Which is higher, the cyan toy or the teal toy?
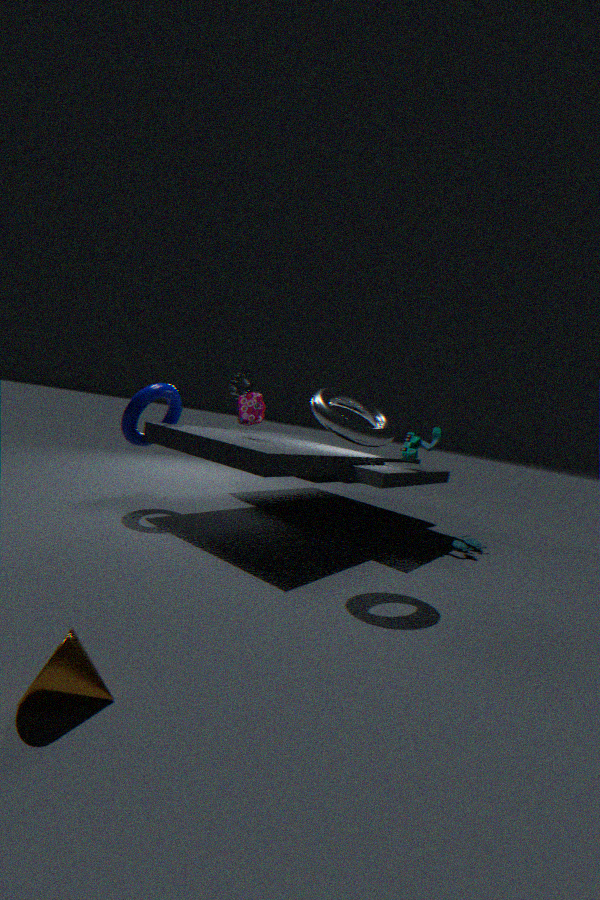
the teal toy
